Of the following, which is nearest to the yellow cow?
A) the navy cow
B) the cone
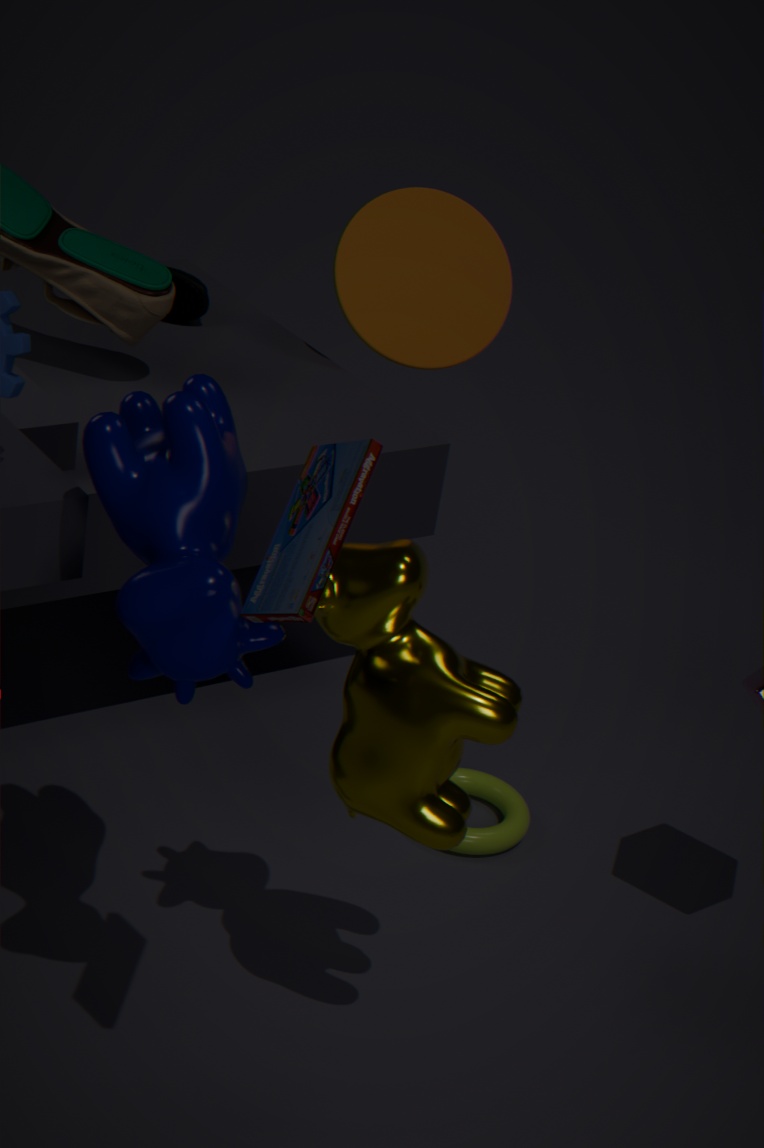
the navy cow
